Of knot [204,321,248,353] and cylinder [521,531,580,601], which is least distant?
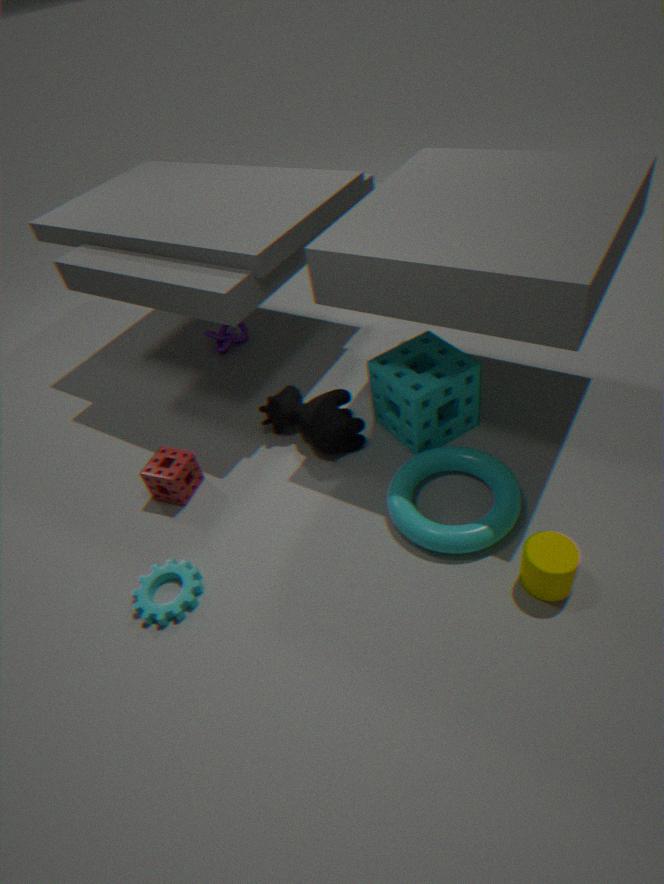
cylinder [521,531,580,601]
